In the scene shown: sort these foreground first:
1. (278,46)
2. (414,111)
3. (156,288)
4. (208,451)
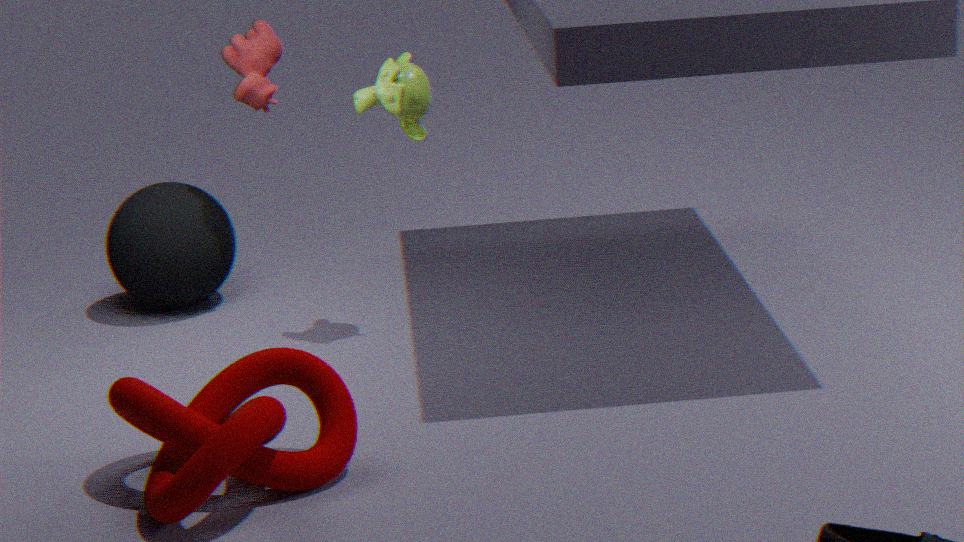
(208,451)
(414,111)
(156,288)
(278,46)
